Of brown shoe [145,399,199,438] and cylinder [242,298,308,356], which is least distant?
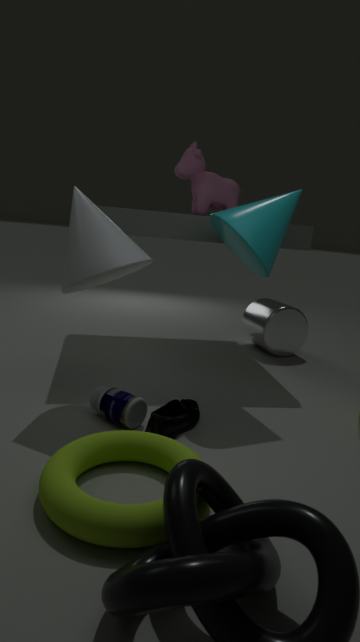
brown shoe [145,399,199,438]
